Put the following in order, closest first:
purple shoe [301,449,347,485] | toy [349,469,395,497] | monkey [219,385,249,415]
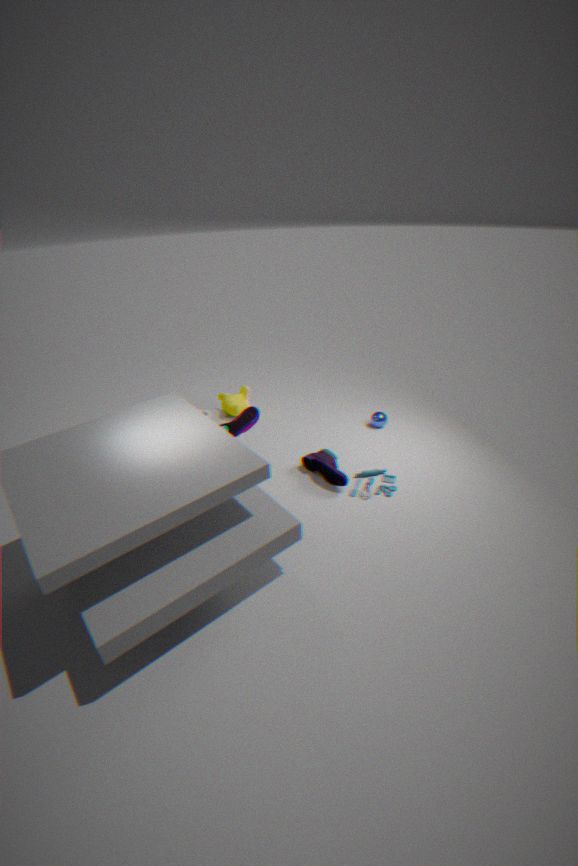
toy [349,469,395,497] → purple shoe [301,449,347,485] → monkey [219,385,249,415]
